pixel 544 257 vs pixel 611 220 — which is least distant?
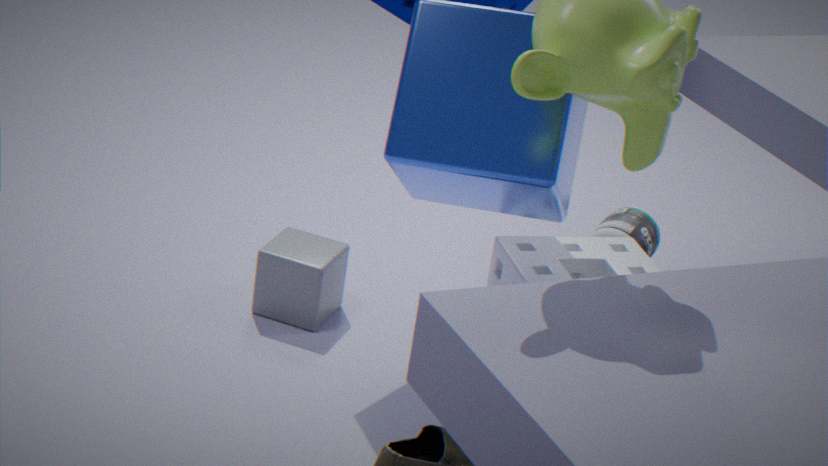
pixel 544 257
